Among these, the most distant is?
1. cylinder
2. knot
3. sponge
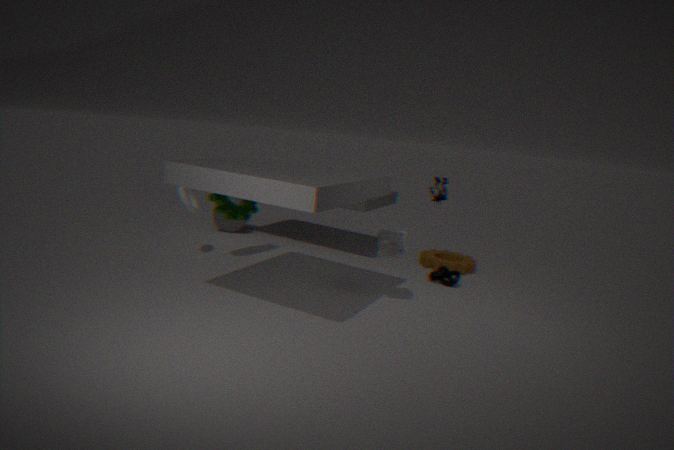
cylinder
